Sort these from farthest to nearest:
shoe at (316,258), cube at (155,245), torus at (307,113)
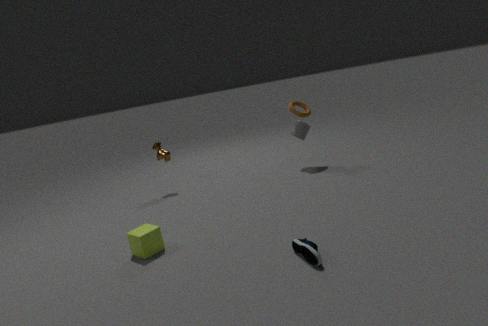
torus at (307,113)
cube at (155,245)
shoe at (316,258)
